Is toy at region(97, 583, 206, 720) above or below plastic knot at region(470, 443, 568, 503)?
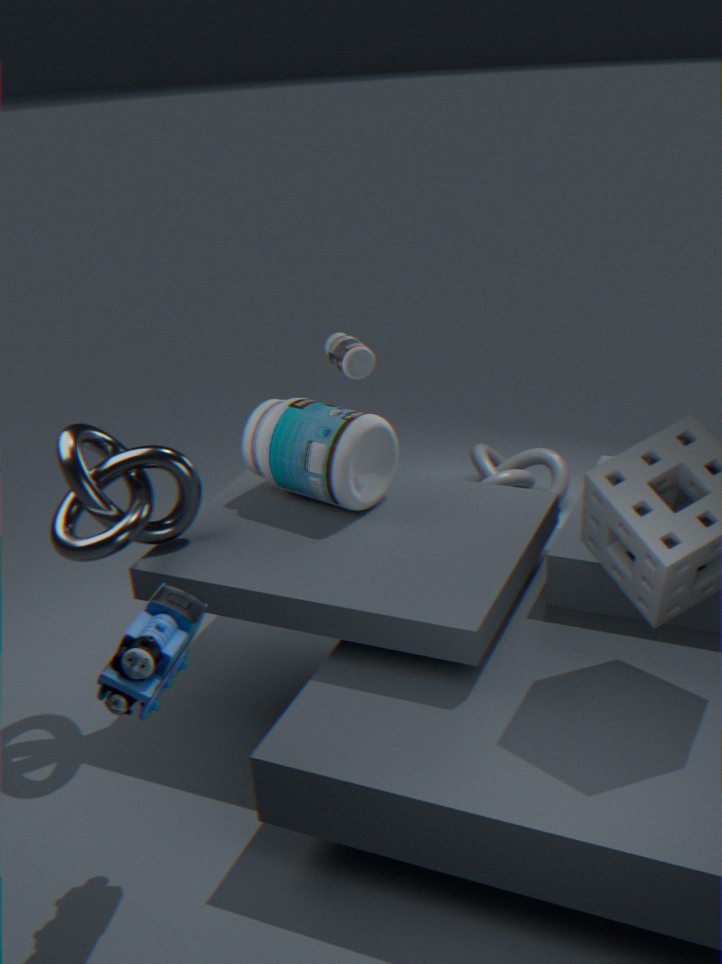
above
